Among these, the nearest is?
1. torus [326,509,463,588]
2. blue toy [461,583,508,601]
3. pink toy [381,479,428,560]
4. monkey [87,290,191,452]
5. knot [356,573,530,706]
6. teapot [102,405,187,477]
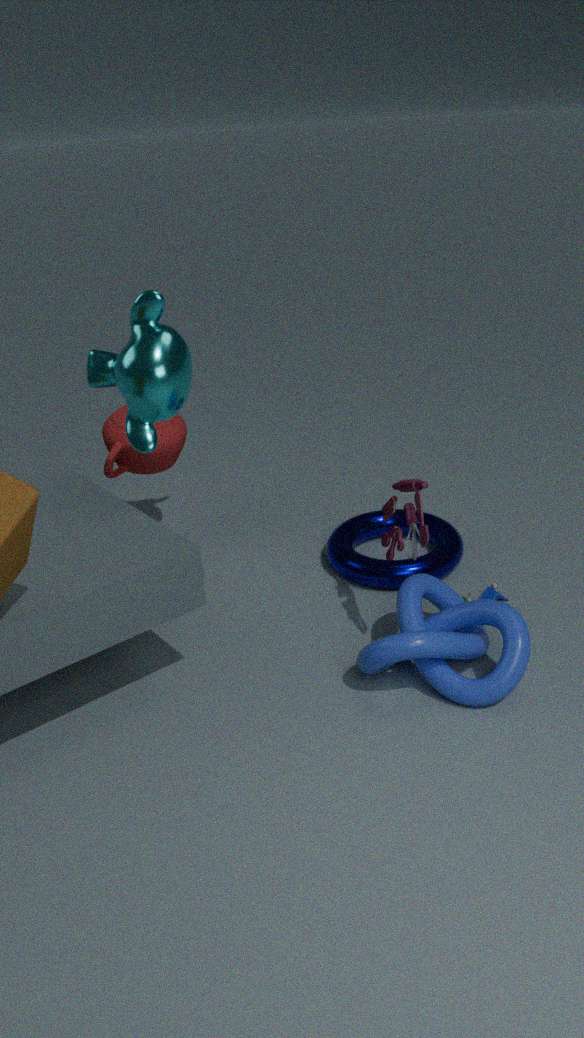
knot [356,573,530,706]
